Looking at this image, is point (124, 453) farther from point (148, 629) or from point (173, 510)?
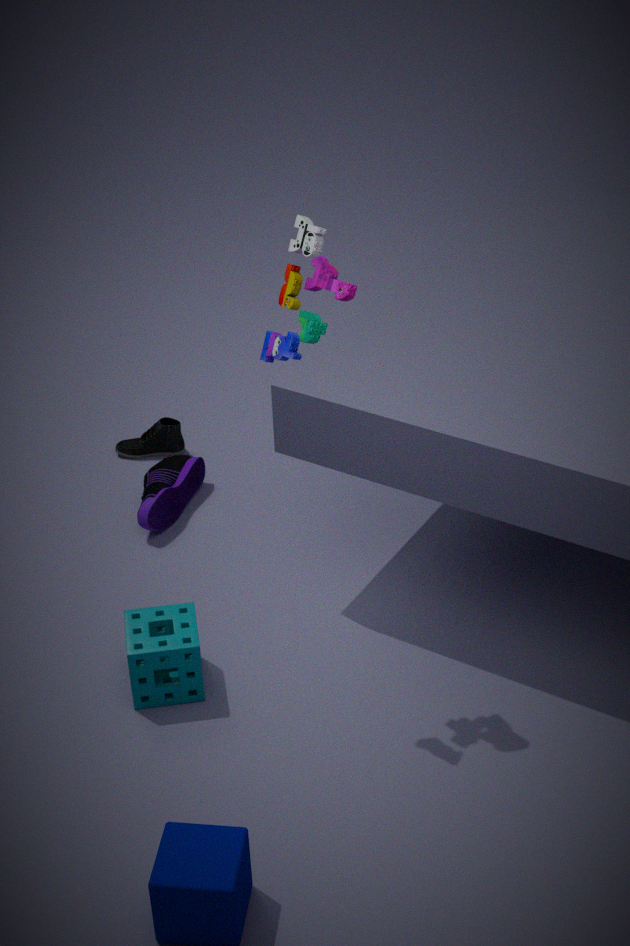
point (148, 629)
